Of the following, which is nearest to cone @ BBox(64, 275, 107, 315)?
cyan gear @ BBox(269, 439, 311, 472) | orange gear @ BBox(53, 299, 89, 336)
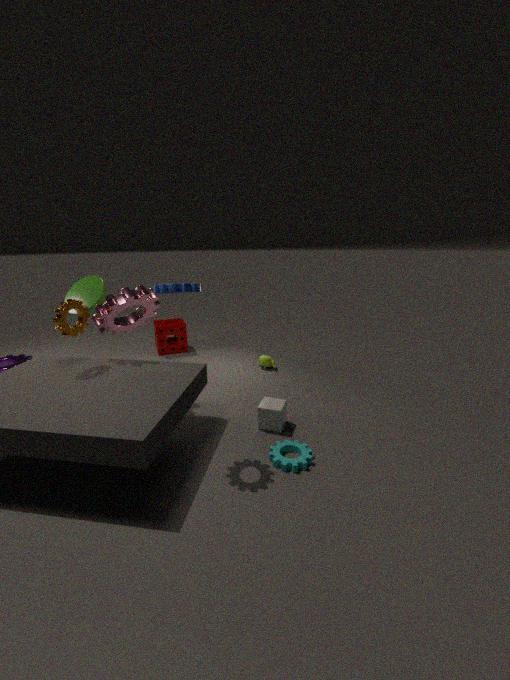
orange gear @ BBox(53, 299, 89, 336)
